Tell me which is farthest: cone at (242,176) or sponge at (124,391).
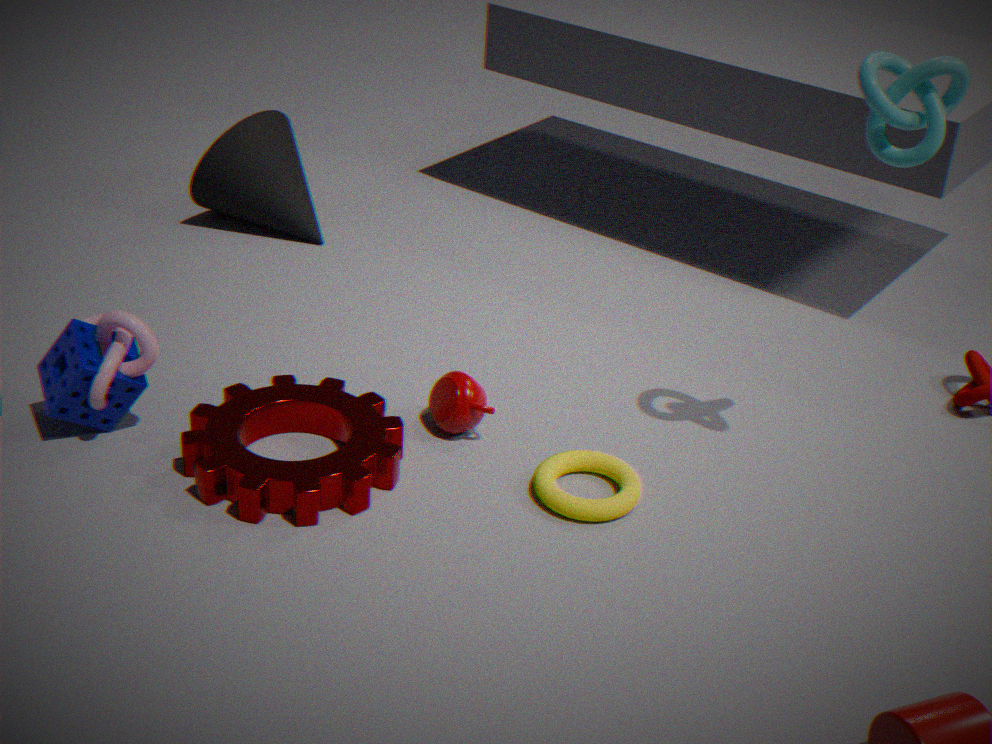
cone at (242,176)
